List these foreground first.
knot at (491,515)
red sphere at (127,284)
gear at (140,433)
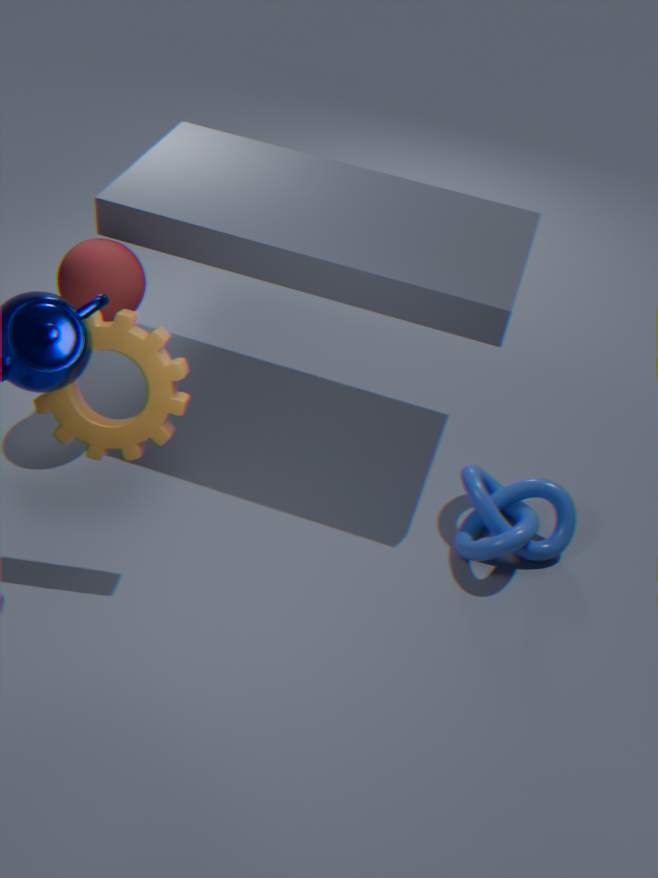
gear at (140,433)
knot at (491,515)
red sphere at (127,284)
